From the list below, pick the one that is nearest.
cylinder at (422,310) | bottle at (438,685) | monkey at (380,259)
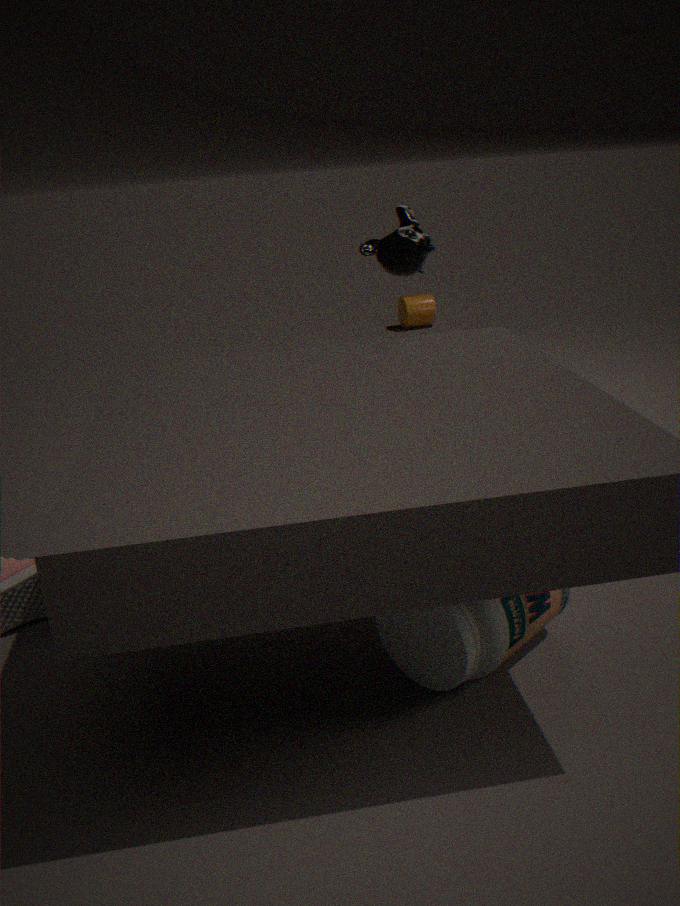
bottle at (438,685)
